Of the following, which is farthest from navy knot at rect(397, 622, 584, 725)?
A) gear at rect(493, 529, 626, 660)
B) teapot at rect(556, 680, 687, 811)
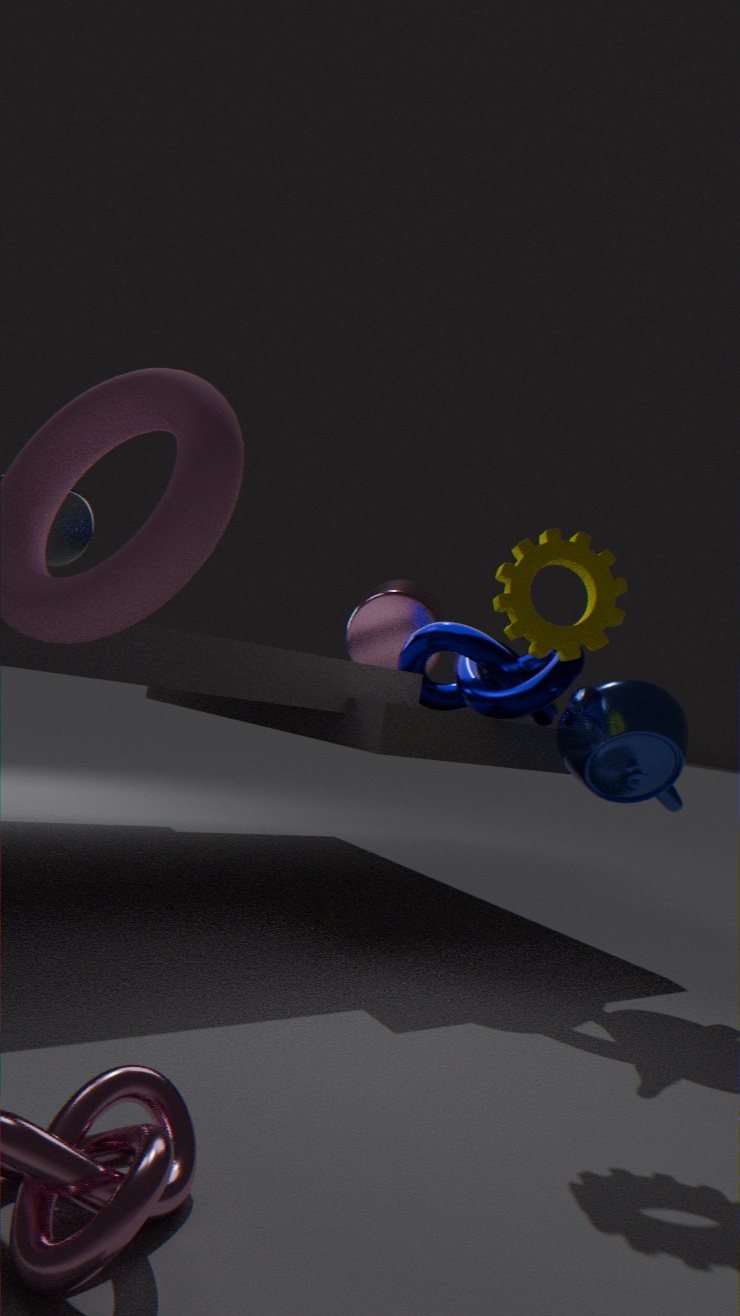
gear at rect(493, 529, 626, 660)
